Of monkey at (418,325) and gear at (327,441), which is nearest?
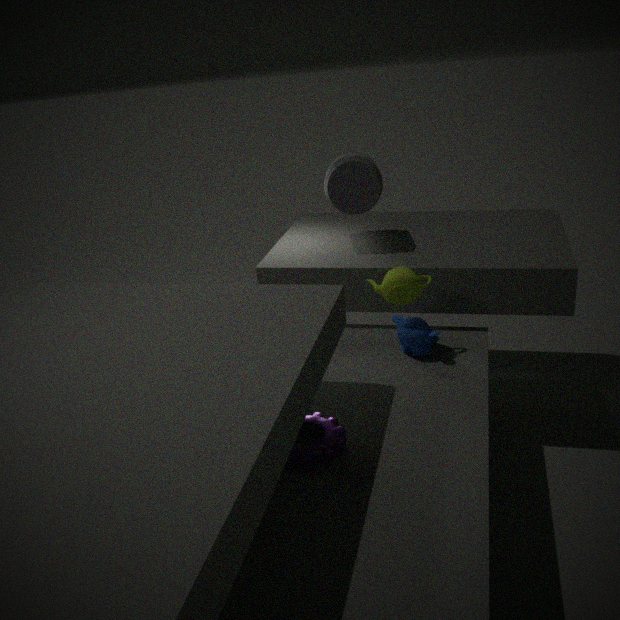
gear at (327,441)
